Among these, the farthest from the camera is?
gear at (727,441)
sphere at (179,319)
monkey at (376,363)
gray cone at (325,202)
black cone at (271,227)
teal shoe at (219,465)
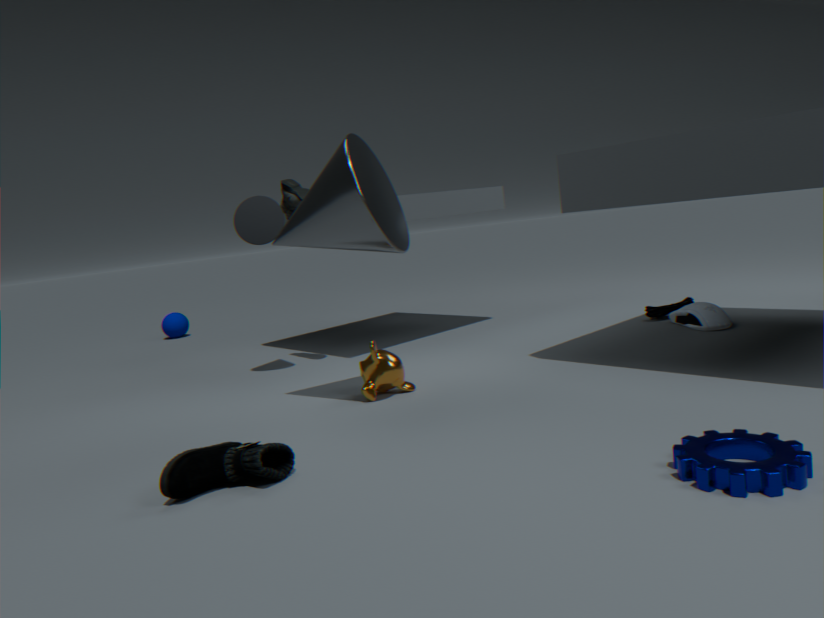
sphere at (179,319)
